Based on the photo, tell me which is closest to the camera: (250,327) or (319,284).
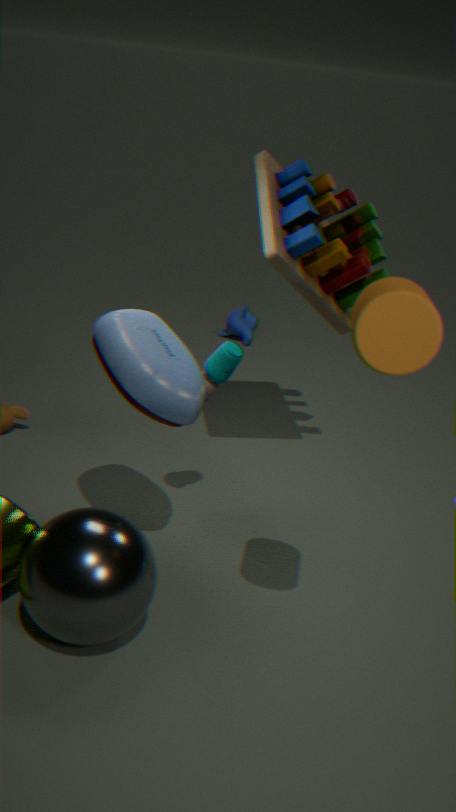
(319,284)
